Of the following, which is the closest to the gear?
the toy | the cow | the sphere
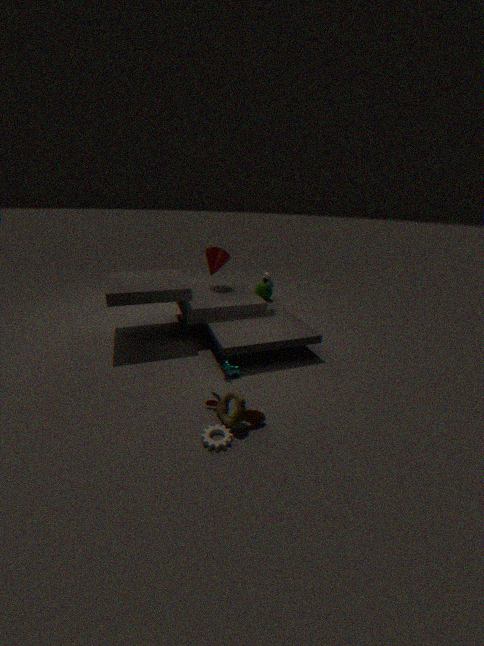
the toy
